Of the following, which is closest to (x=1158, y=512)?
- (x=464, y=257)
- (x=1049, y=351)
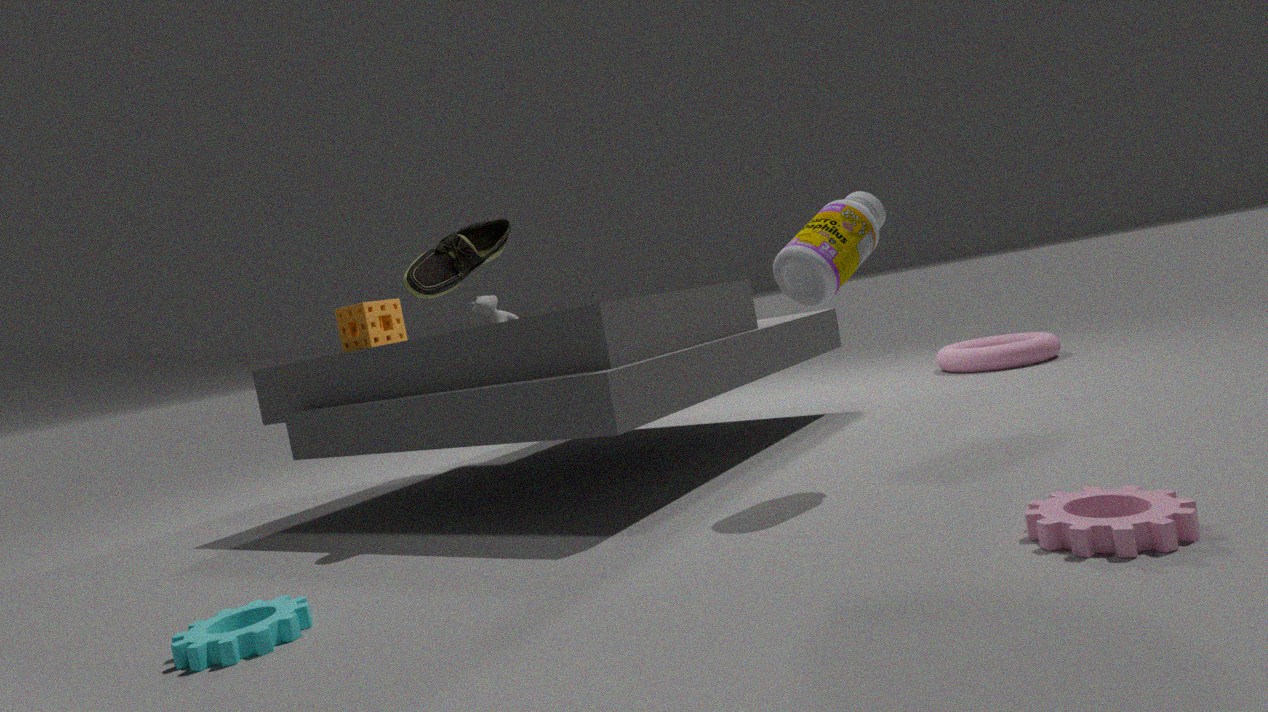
(x=464, y=257)
